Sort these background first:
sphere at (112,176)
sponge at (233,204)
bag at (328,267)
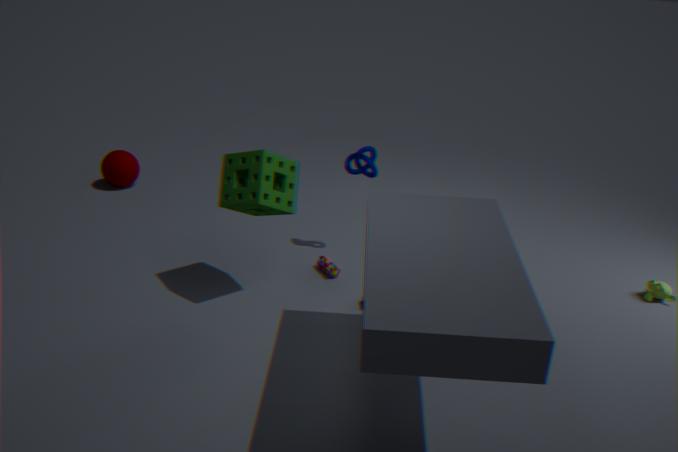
sphere at (112,176) → bag at (328,267) → sponge at (233,204)
